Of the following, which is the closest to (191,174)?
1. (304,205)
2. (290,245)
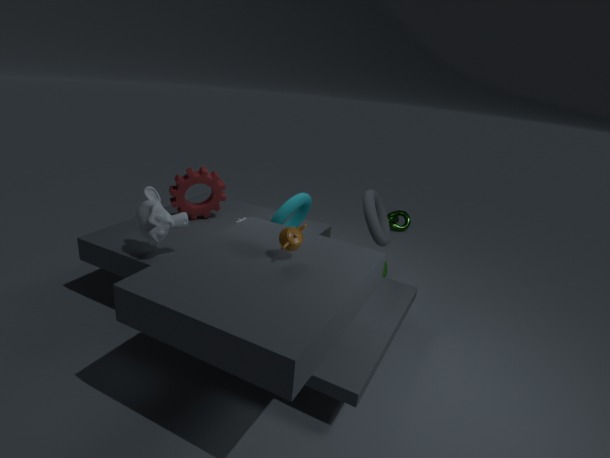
(304,205)
